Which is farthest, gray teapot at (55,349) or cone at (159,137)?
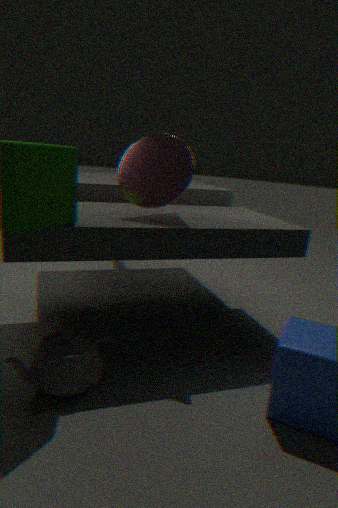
cone at (159,137)
